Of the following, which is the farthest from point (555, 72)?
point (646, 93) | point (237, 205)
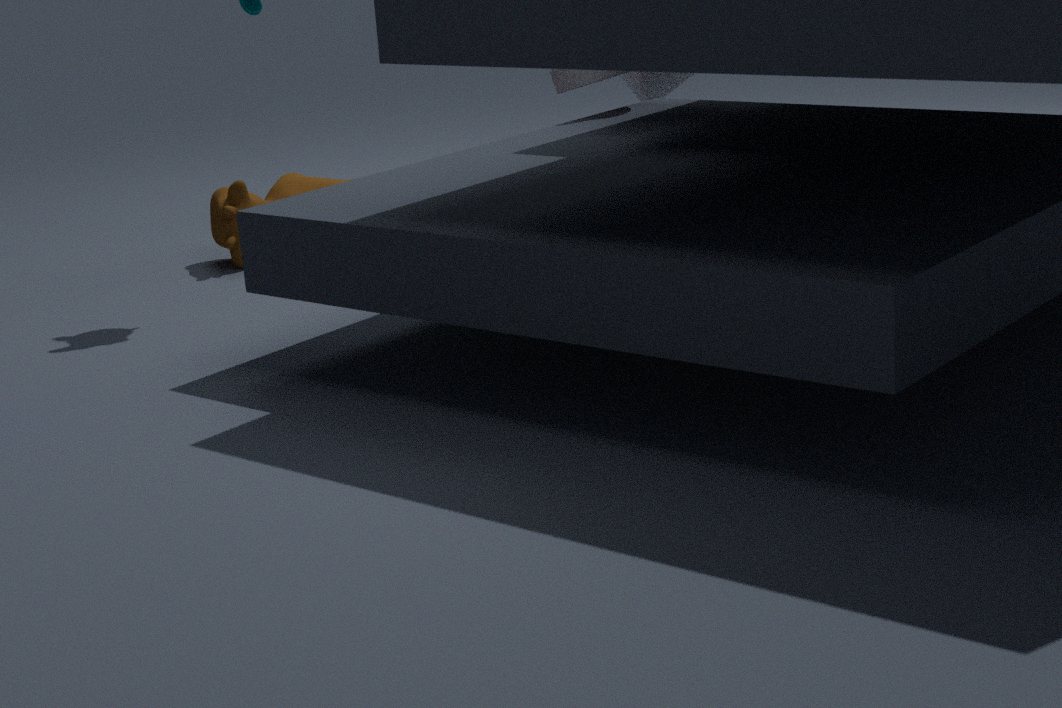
point (237, 205)
